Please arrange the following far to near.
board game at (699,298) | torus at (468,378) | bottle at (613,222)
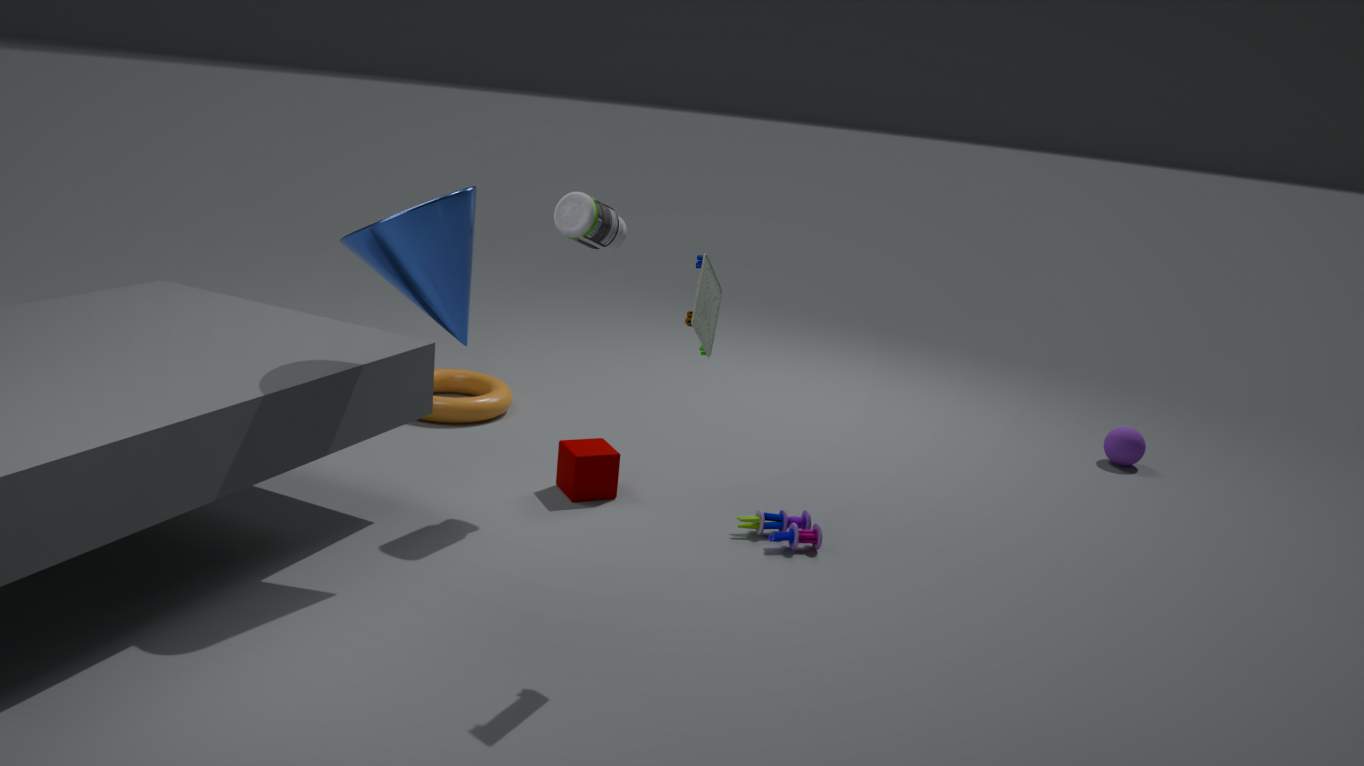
torus at (468,378), bottle at (613,222), board game at (699,298)
